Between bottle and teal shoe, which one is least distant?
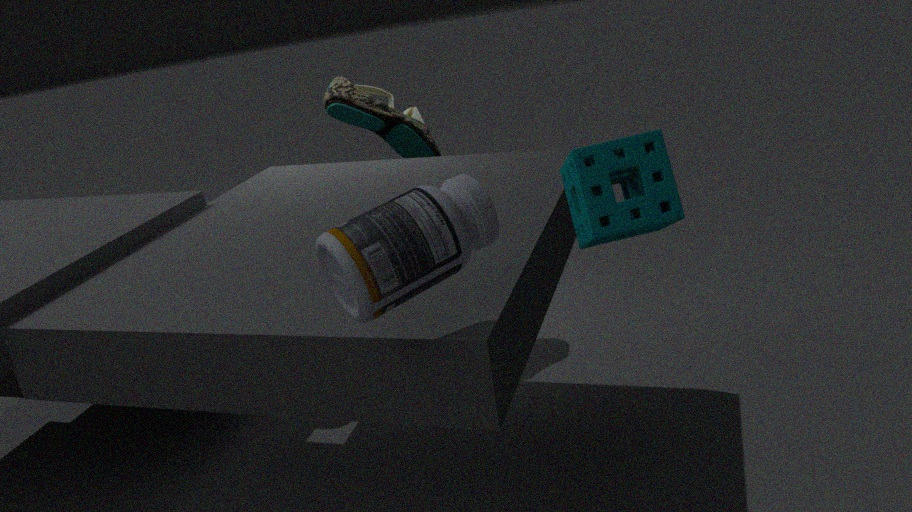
bottle
